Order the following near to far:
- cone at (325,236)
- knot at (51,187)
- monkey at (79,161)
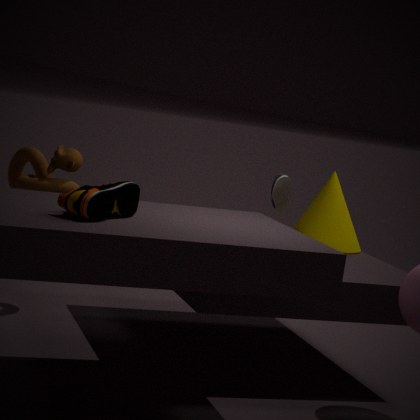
knot at (51,187) → monkey at (79,161) → cone at (325,236)
